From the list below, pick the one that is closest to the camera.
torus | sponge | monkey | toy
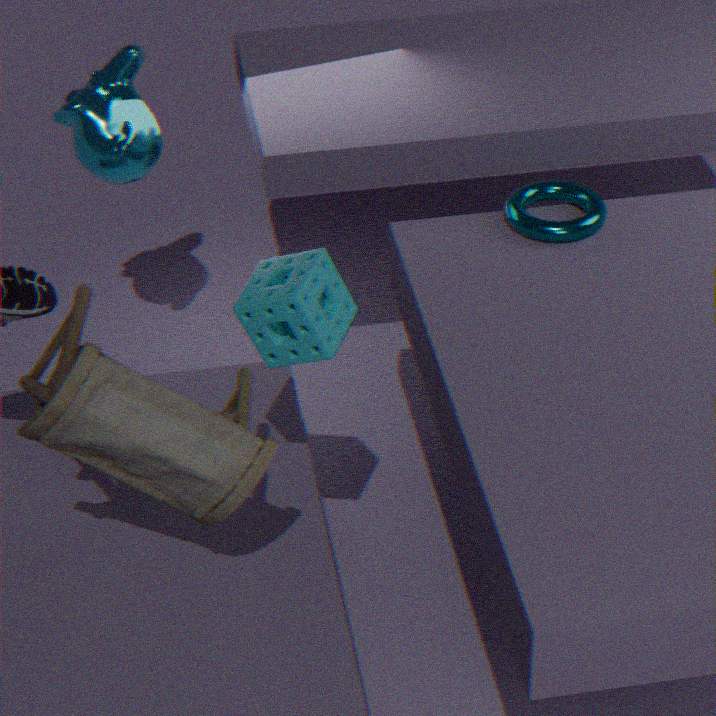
toy
